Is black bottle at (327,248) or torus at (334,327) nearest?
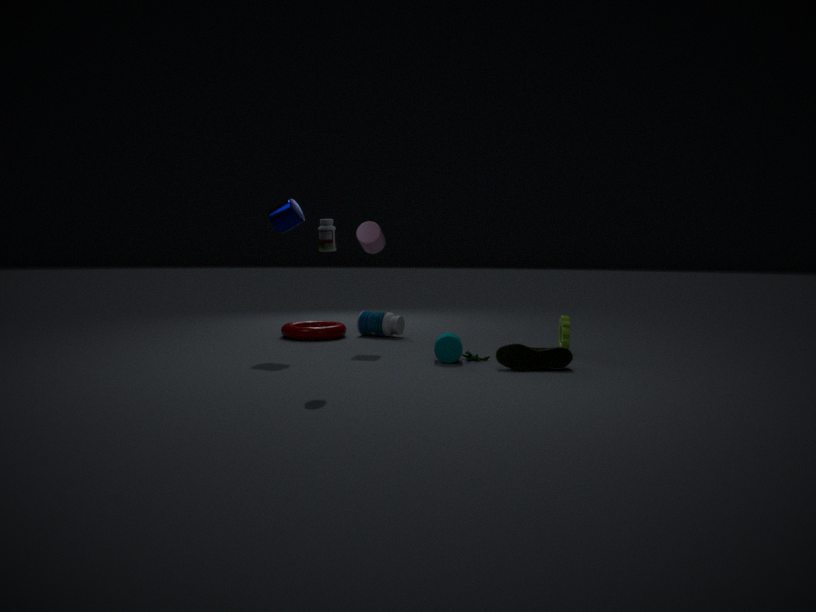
black bottle at (327,248)
